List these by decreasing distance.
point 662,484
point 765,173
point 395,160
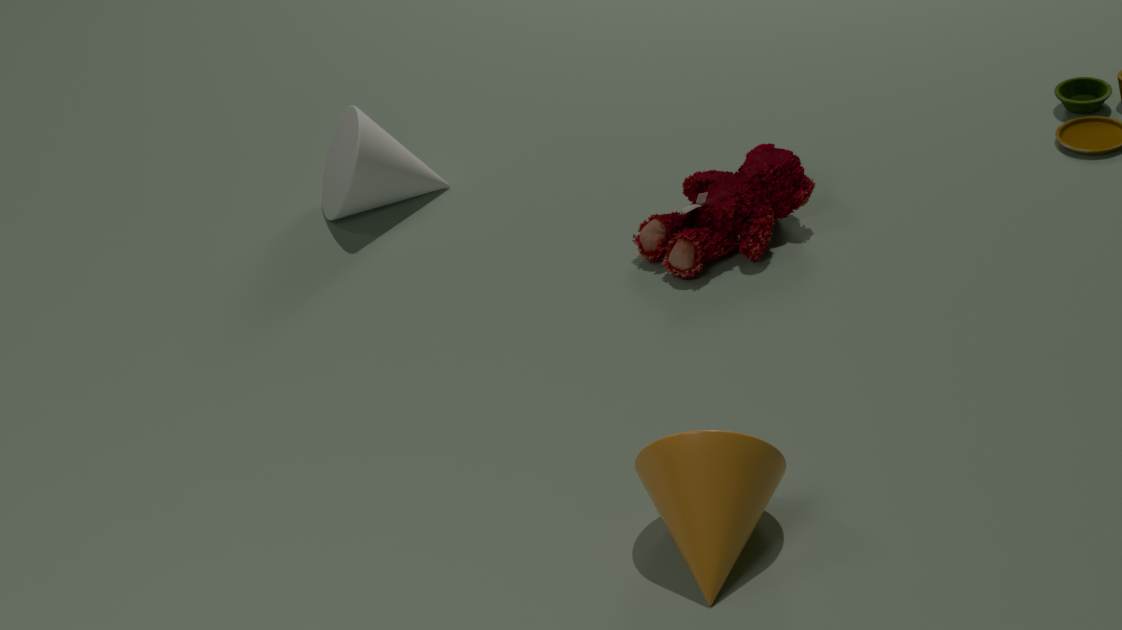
1. point 395,160
2. point 765,173
3. point 662,484
